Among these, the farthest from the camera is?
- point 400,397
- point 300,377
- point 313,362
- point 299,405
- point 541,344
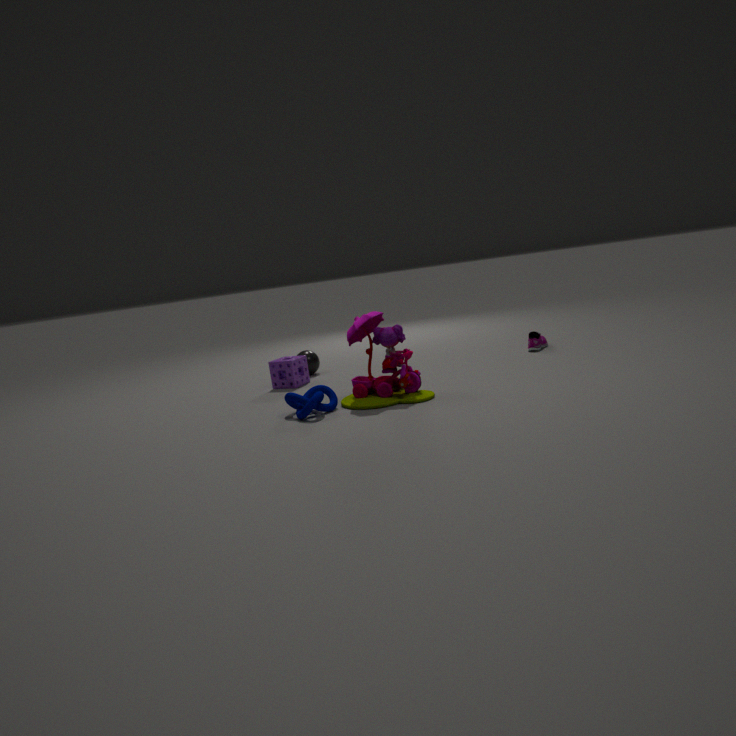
point 313,362
